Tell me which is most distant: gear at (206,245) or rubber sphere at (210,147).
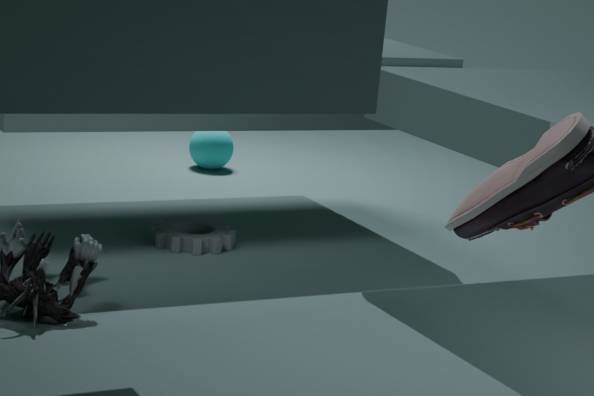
rubber sphere at (210,147)
